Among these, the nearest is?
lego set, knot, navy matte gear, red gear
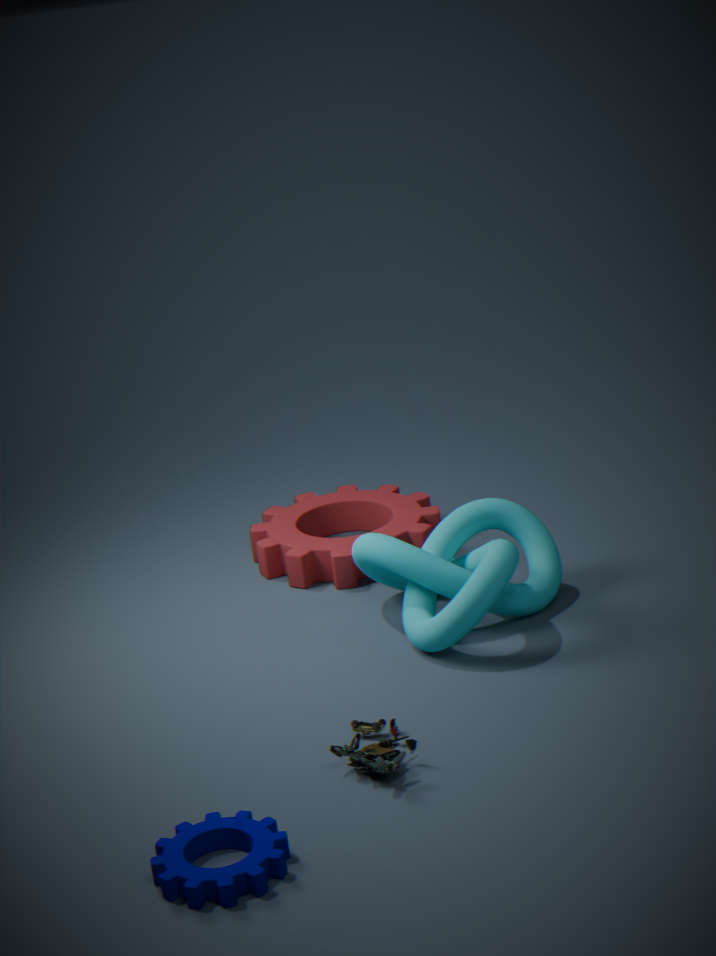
navy matte gear
